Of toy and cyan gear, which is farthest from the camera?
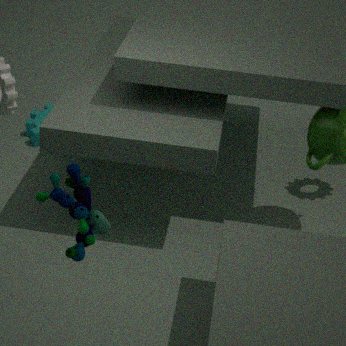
cyan gear
